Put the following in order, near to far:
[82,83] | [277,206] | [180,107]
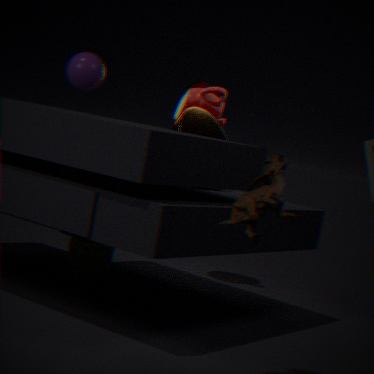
1. [277,206]
2. [82,83]
3. [180,107]
